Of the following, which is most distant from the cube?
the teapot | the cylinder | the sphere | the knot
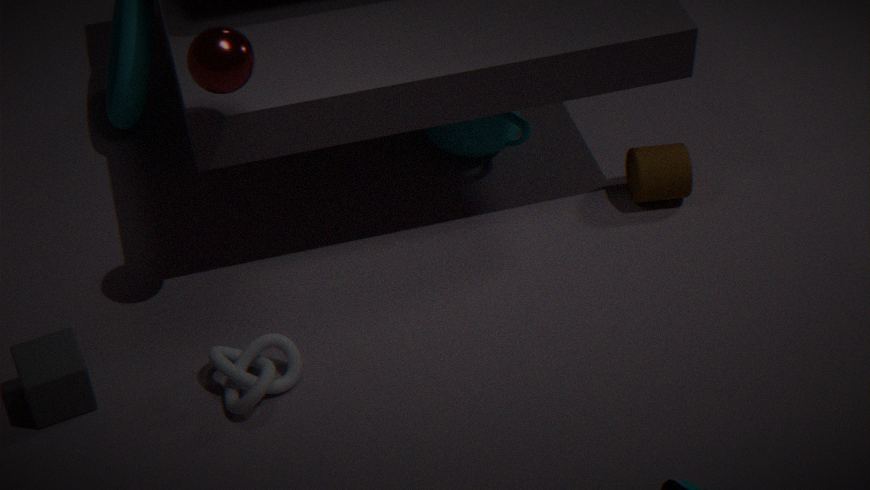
the cylinder
